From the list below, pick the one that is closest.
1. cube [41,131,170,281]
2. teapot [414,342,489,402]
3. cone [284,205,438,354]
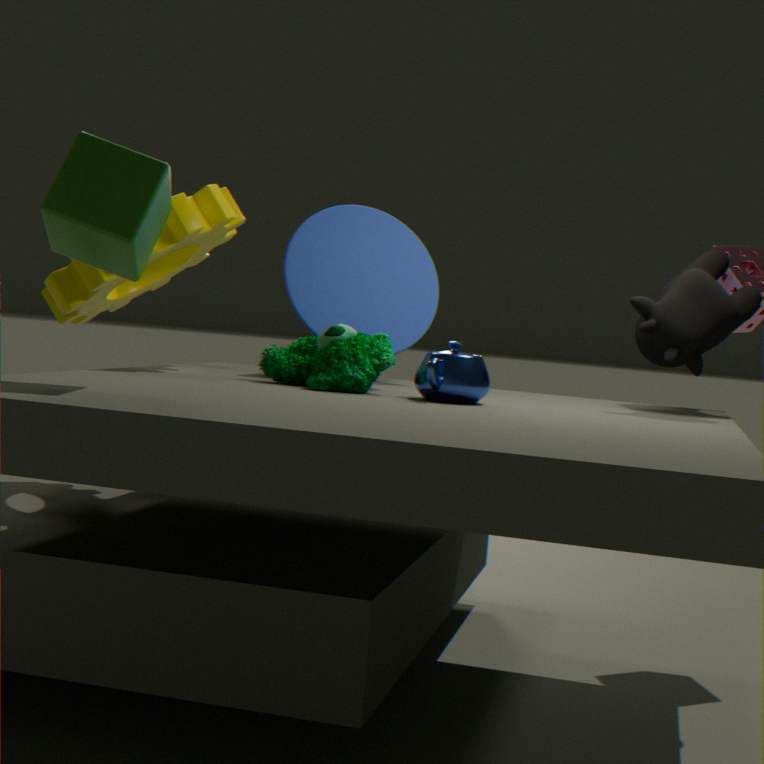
cube [41,131,170,281]
